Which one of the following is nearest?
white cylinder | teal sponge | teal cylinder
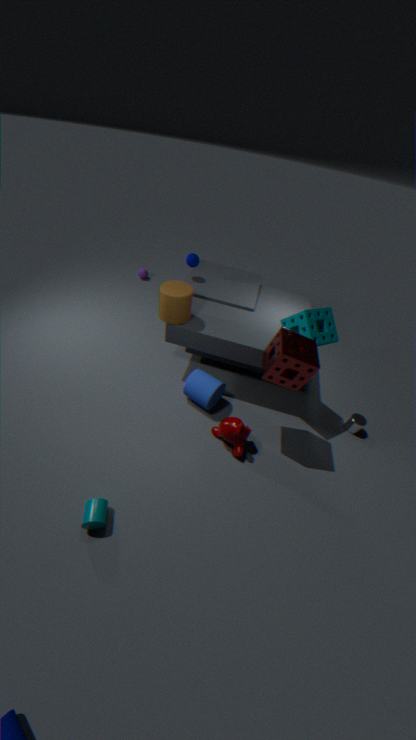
teal cylinder
